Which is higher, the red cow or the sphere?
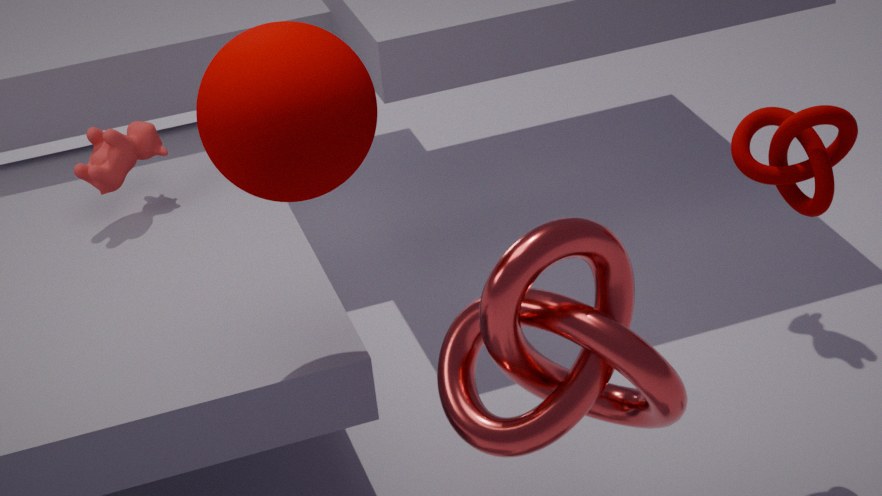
the sphere
